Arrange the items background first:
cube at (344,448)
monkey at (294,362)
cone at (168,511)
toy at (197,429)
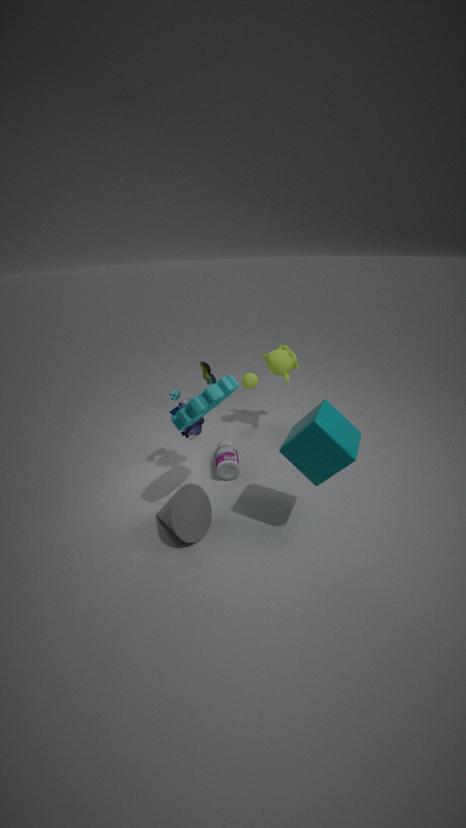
monkey at (294,362) < toy at (197,429) < cone at (168,511) < cube at (344,448)
